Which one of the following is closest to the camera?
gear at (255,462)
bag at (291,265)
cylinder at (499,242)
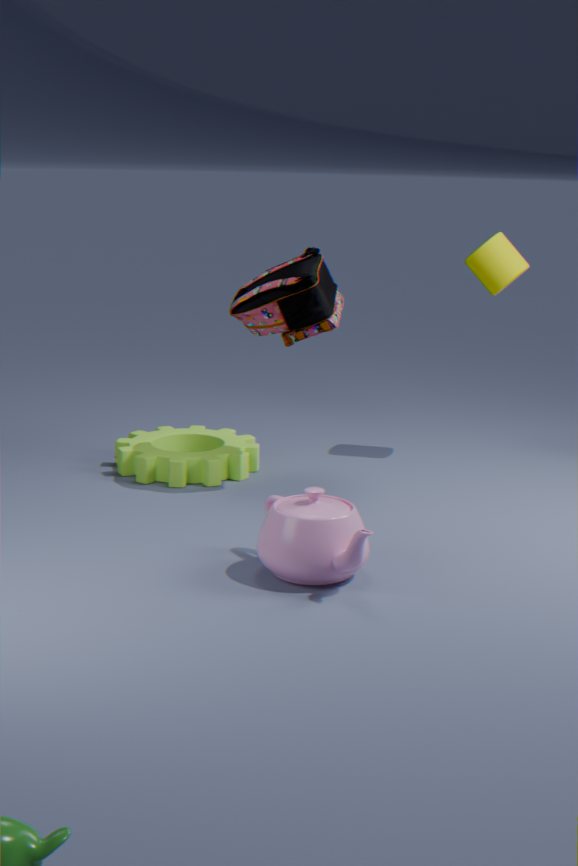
bag at (291,265)
